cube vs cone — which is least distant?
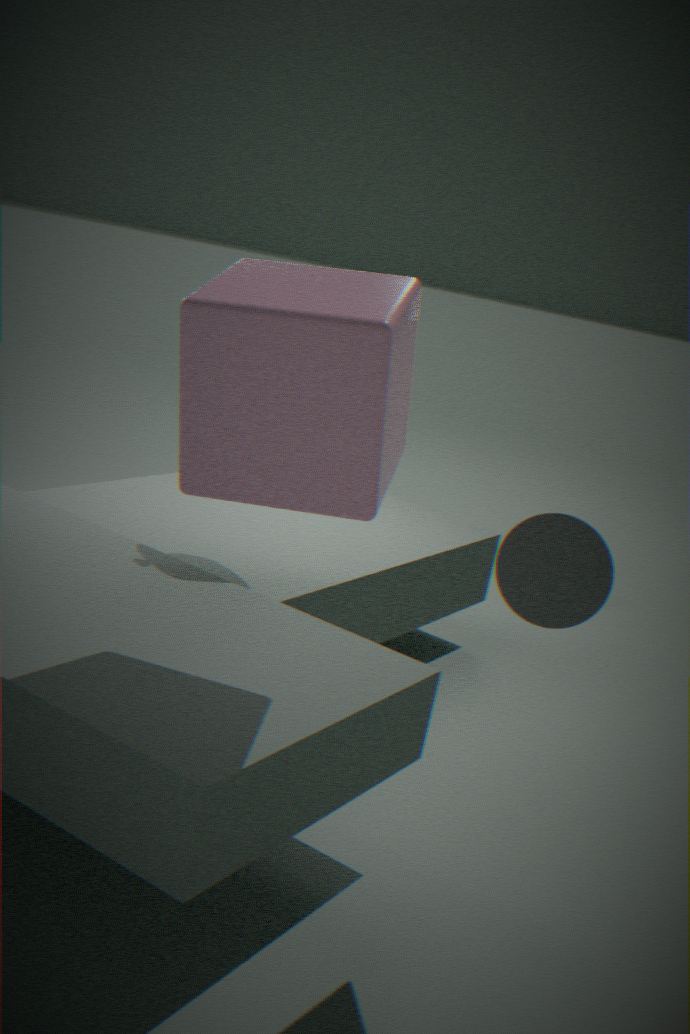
cube
